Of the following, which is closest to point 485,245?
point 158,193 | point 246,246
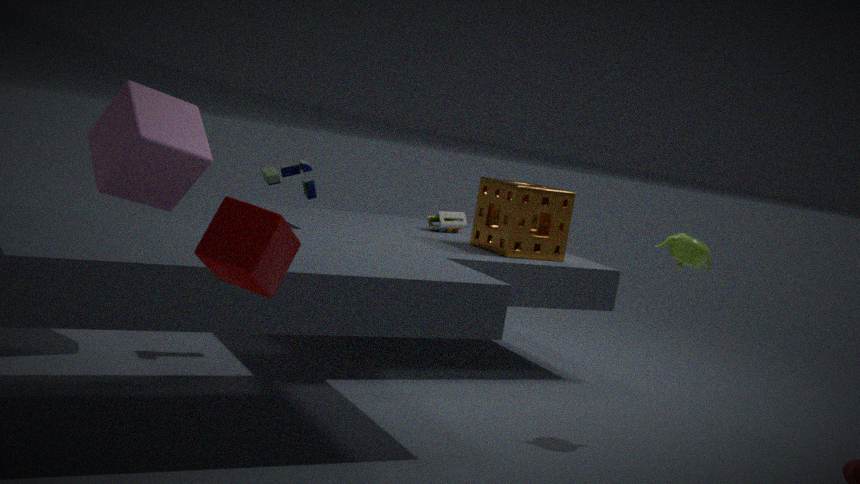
point 158,193
